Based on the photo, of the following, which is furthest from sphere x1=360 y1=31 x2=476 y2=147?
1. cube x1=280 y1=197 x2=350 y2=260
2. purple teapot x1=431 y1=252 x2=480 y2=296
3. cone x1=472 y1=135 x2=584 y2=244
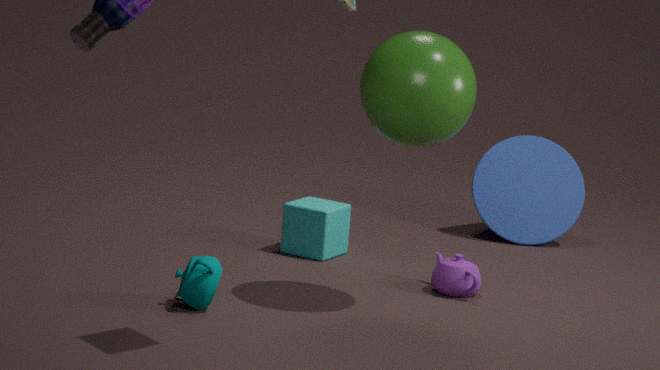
cone x1=472 y1=135 x2=584 y2=244
